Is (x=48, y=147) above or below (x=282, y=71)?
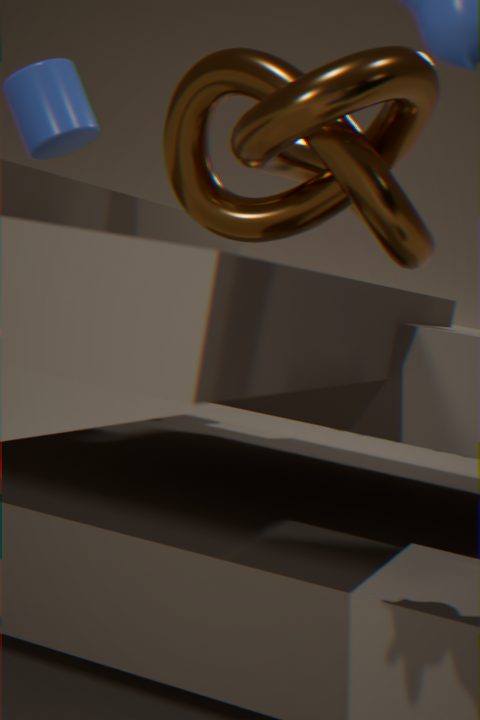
above
